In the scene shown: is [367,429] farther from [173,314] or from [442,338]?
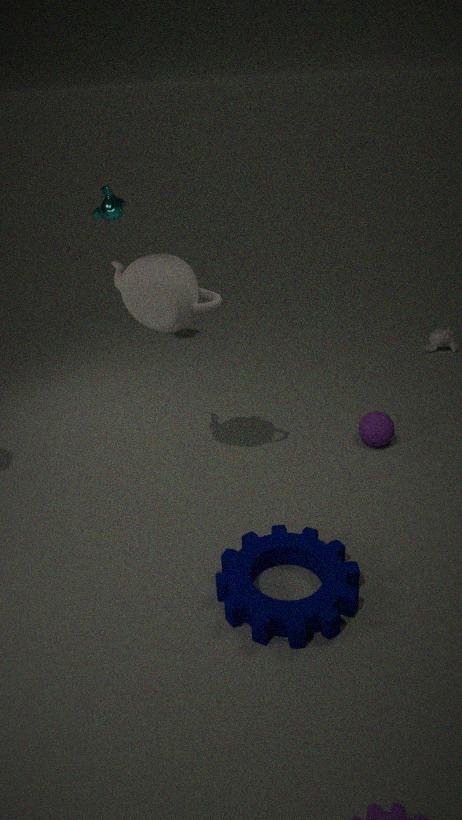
[173,314]
